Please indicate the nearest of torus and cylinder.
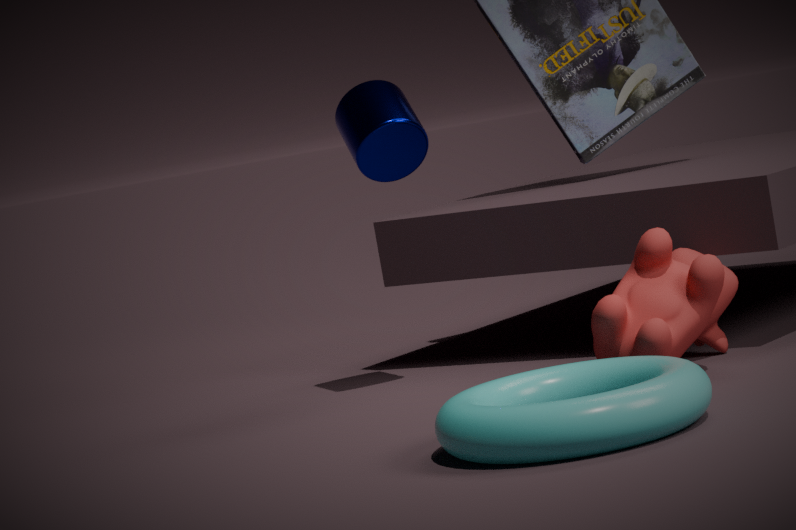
torus
